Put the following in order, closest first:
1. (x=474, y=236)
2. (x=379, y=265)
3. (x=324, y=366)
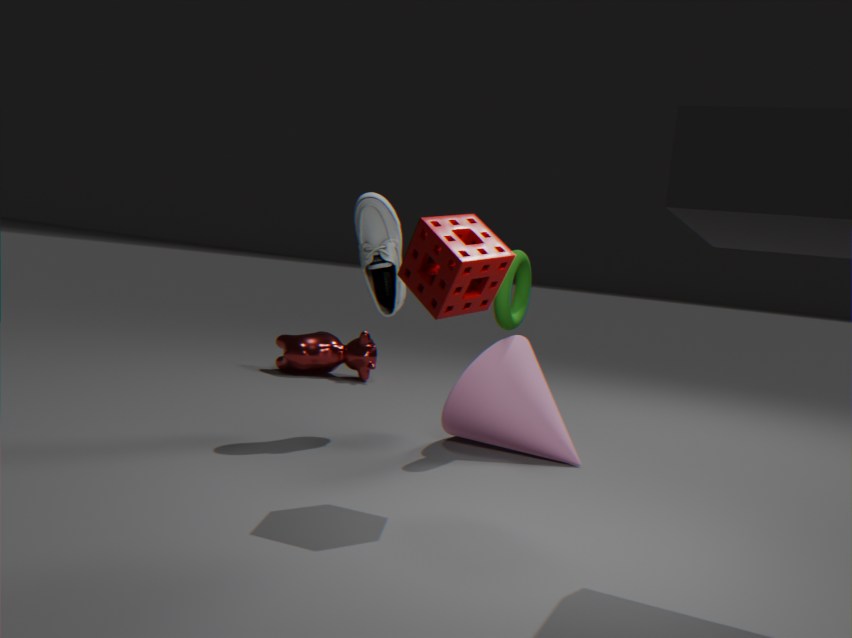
(x=474, y=236), (x=379, y=265), (x=324, y=366)
